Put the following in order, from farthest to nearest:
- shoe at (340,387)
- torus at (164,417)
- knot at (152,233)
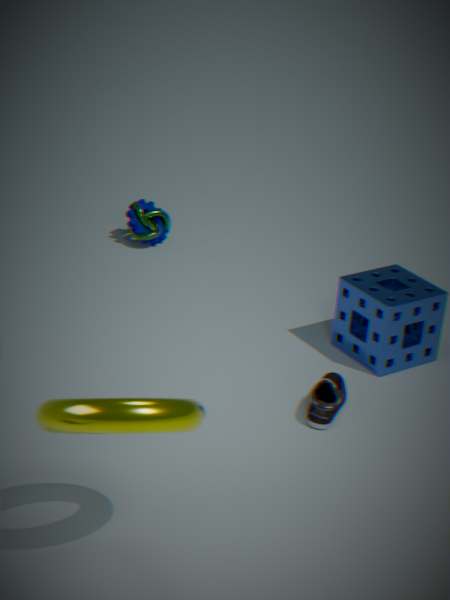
knot at (152,233) → shoe at (340,387) → torus at (164,417)
